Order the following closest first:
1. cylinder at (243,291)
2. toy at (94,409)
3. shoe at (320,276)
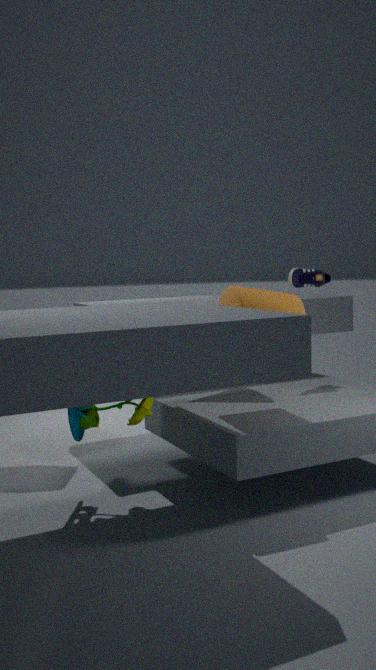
1. cylinder at (243,291)
2. toy at (94,409)
3. shoe at (320,276)
